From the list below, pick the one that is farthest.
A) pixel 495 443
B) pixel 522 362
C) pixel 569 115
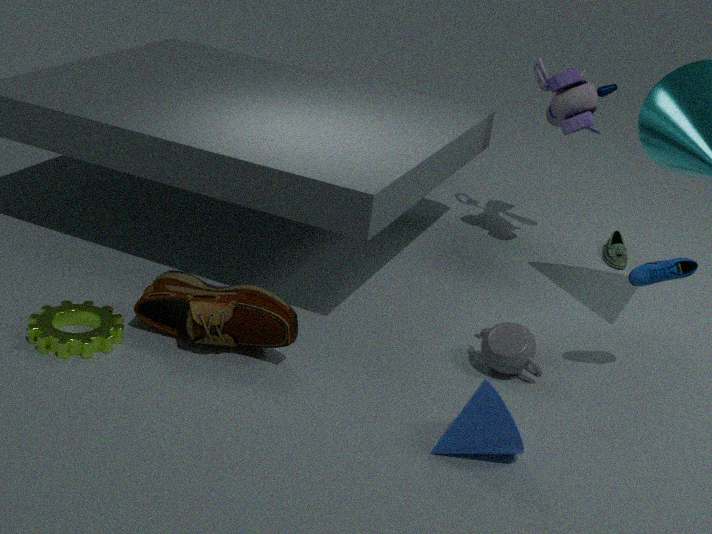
pixel 569 115
